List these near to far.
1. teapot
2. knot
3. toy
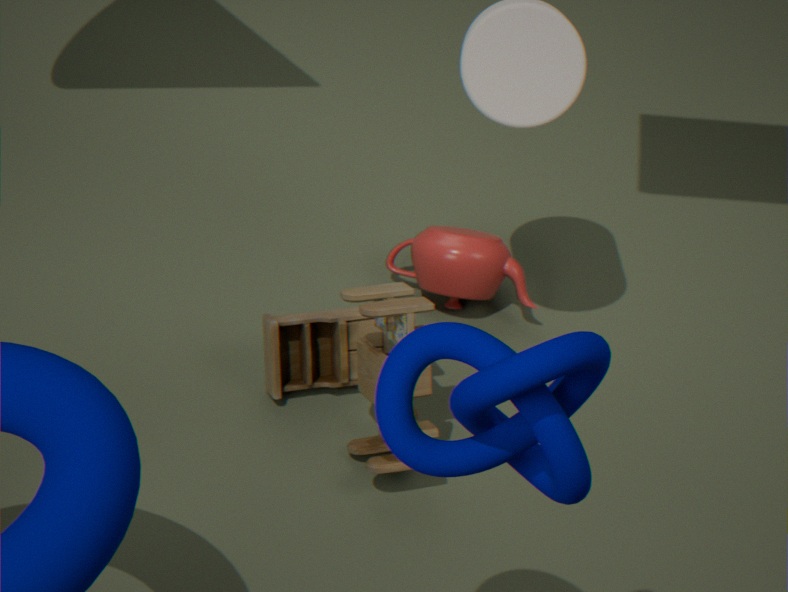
knot < toy < teapot
